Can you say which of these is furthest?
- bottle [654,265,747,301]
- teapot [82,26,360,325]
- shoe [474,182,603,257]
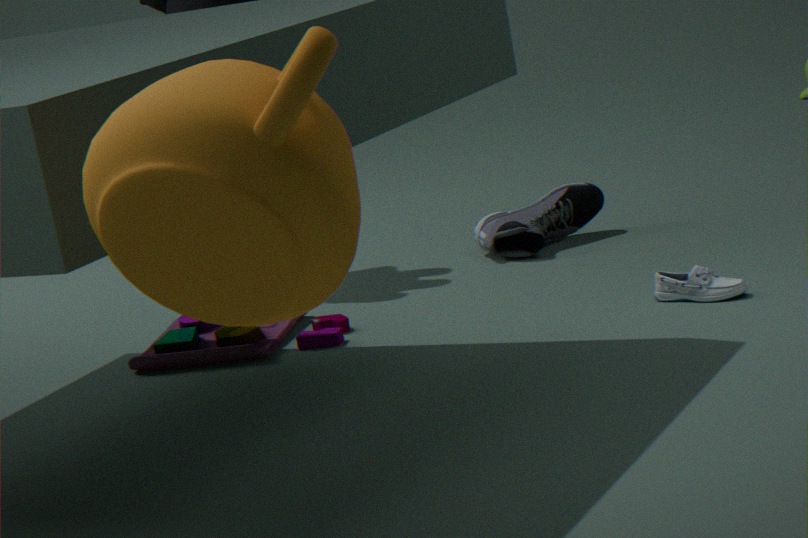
shoe [474,182,603,257]
